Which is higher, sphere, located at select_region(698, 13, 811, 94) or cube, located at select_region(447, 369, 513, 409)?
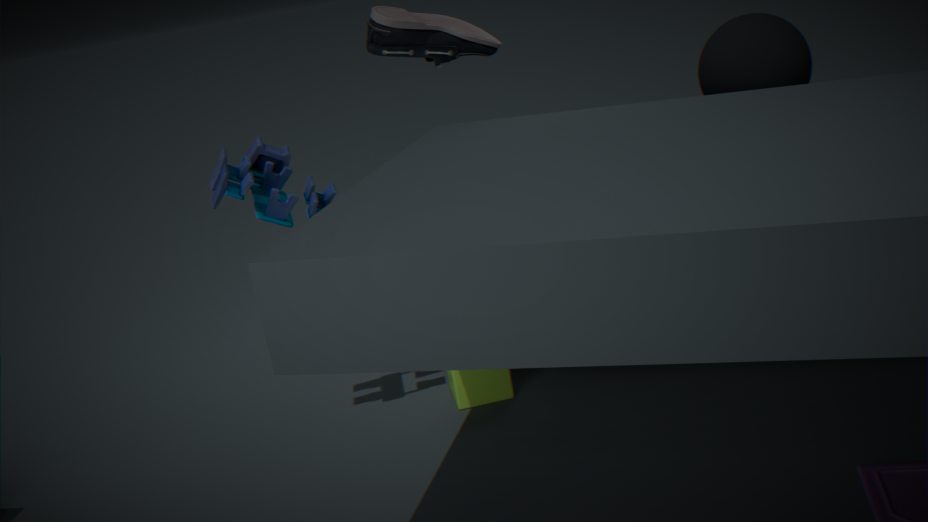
sphere, located at select_region(698, 13, 811, 94)
